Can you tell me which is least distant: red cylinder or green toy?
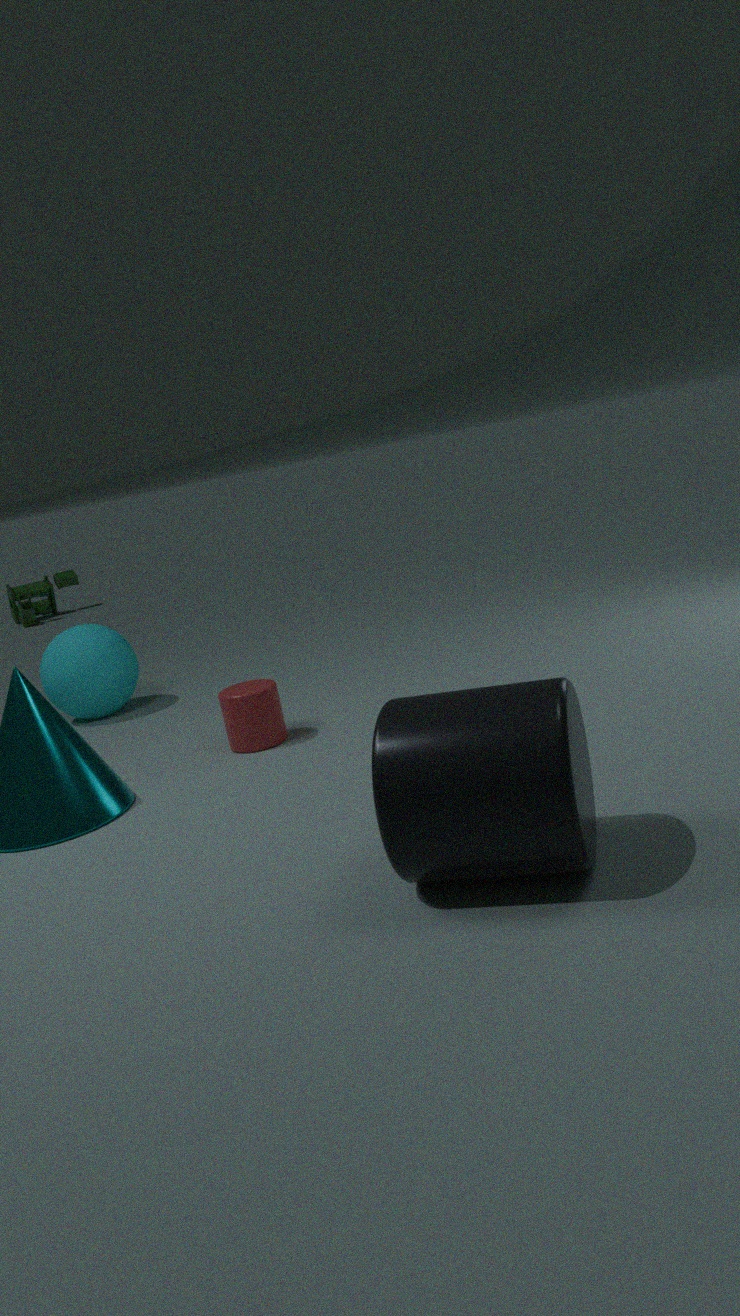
red cylinder
